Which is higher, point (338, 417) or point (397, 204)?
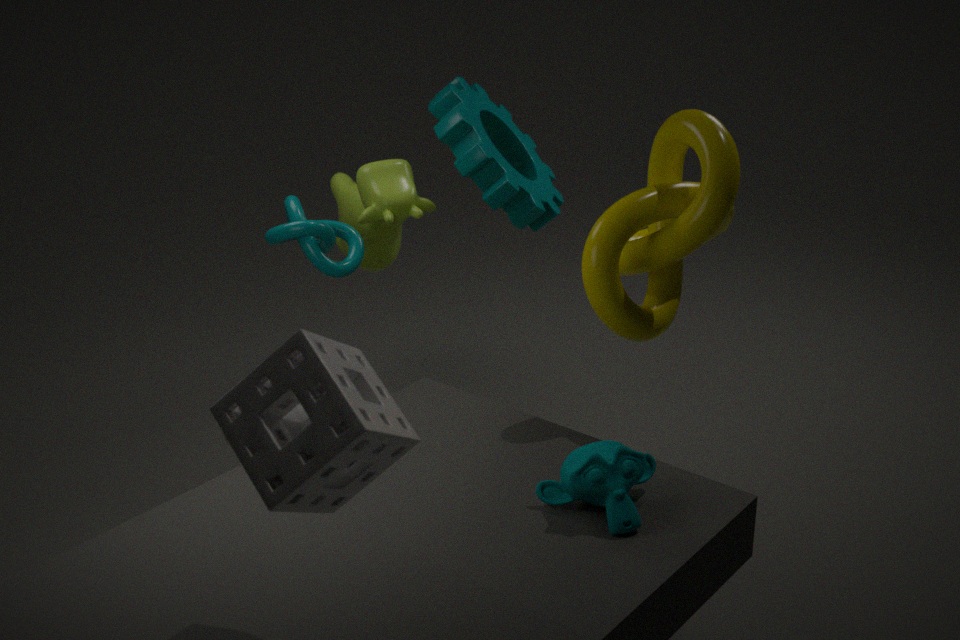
point (338, 417)
